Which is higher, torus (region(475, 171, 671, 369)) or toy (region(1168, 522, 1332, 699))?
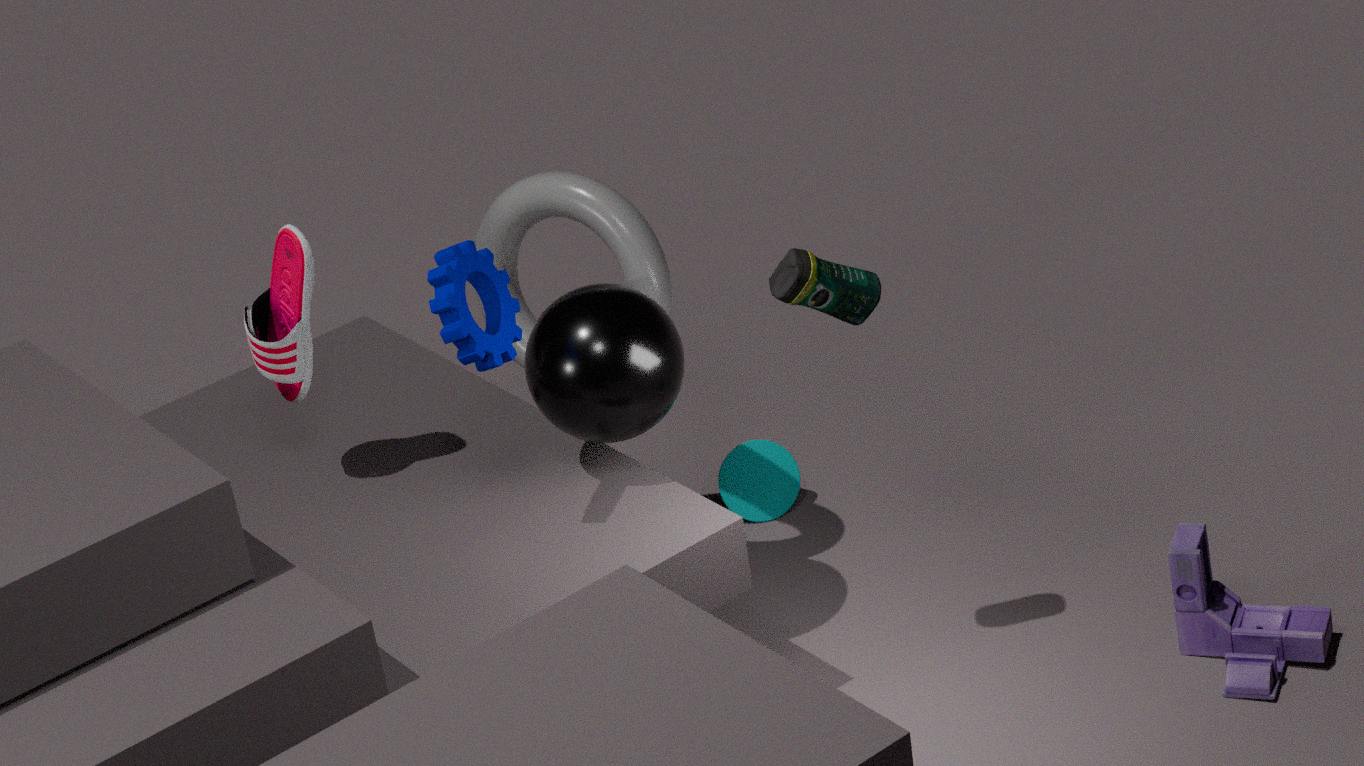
torus (region(475, 171, 671, 369))
